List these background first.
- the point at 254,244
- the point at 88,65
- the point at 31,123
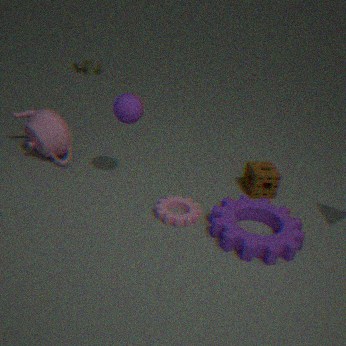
the point at 88,65 → the point at 31,123 → the point at 254,244
